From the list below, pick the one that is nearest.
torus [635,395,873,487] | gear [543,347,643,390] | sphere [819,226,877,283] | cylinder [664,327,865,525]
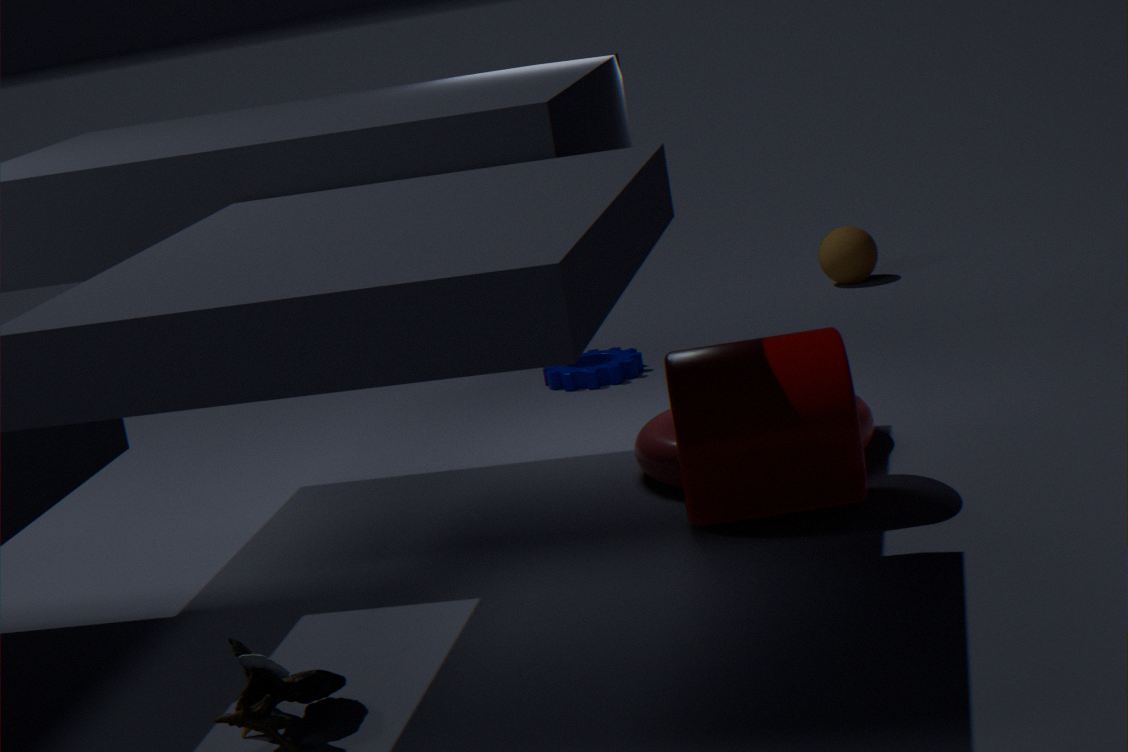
cylinder [664,327,865,525]
